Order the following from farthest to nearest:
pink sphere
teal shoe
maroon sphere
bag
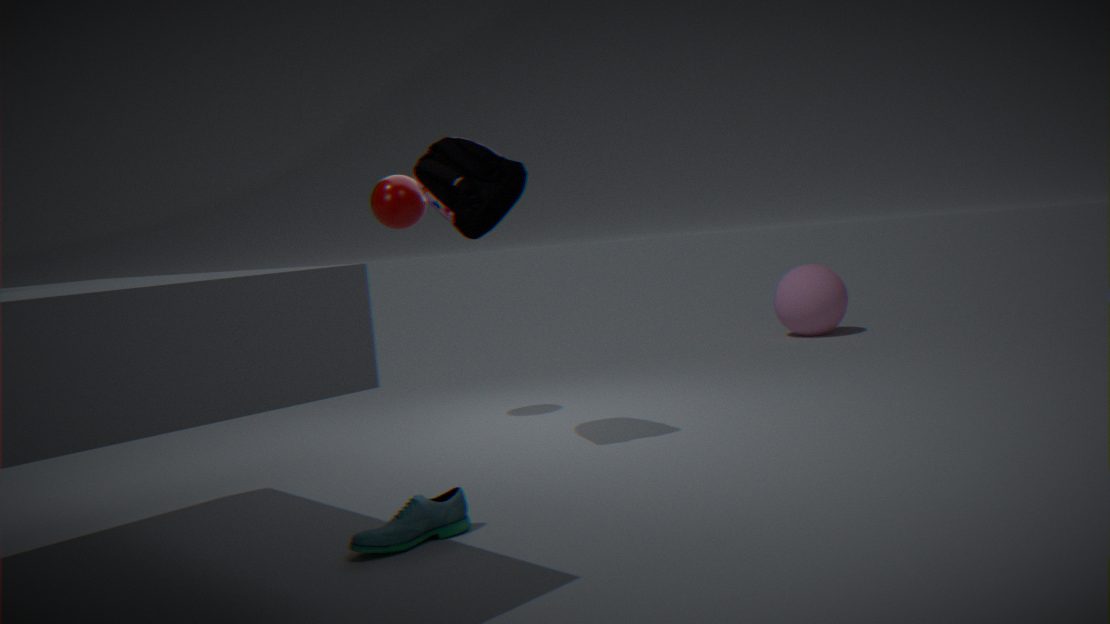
pink sphere < maroon sphere < bag < teal shoe
